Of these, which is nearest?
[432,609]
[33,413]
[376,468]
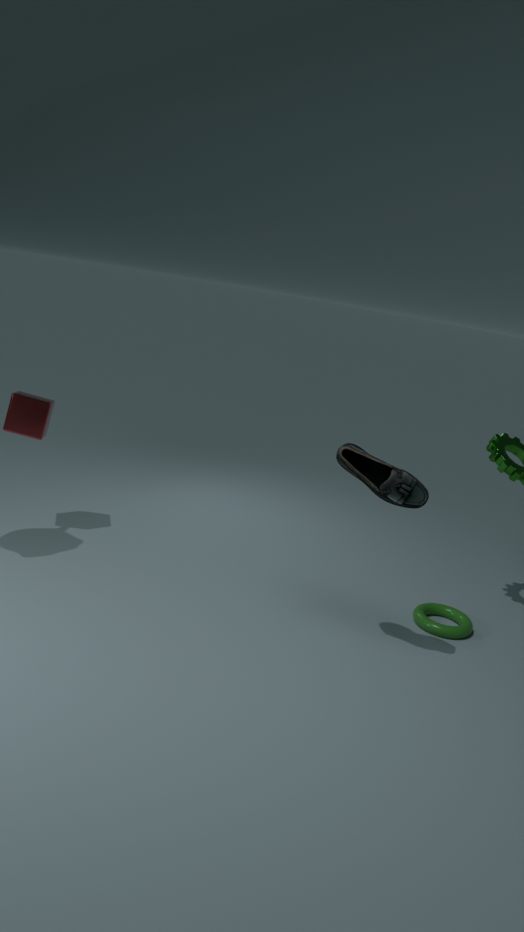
[376,468]
